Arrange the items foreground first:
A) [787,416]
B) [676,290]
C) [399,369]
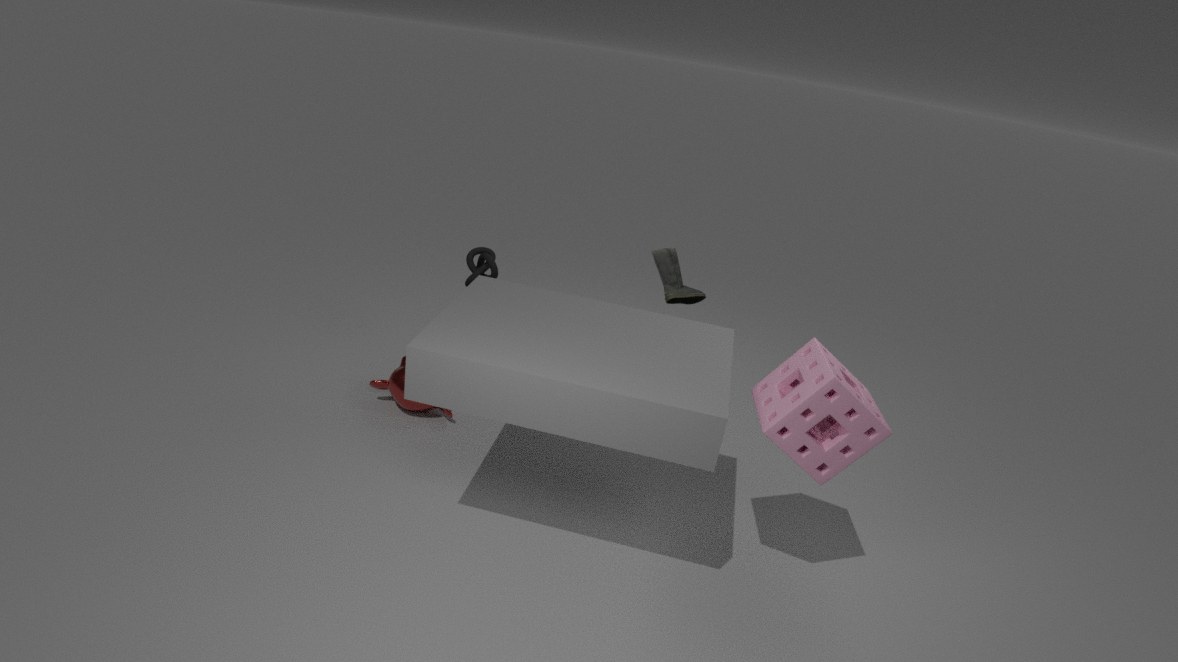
A. [787,416]
B. [676,290]
C. [399,369]
